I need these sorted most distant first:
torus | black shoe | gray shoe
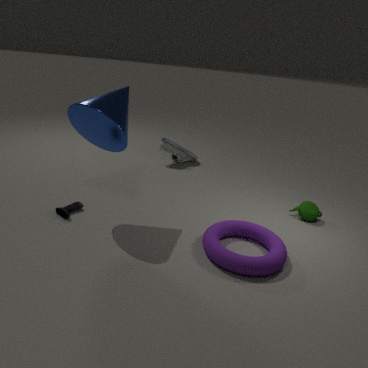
1. gray shoe
2. black shoe
3. torus
